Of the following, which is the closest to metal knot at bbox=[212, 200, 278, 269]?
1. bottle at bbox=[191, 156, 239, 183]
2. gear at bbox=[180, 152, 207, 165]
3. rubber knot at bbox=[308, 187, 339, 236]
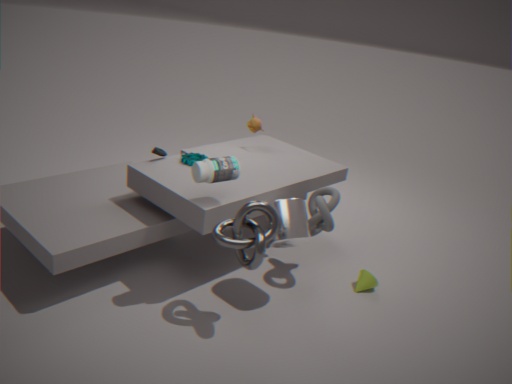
bottle at bbox=[191, 156, 239, 183]
